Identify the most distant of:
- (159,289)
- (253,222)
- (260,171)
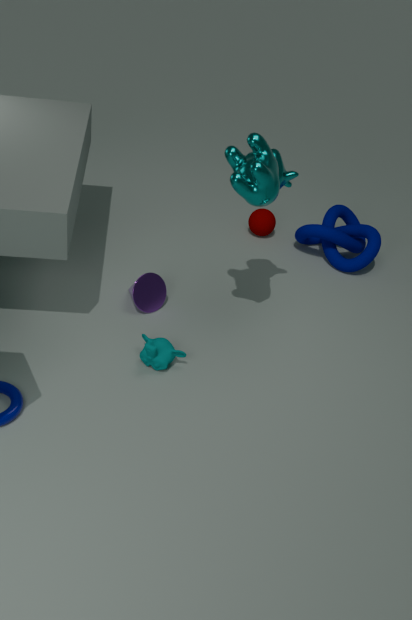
(253,222)
